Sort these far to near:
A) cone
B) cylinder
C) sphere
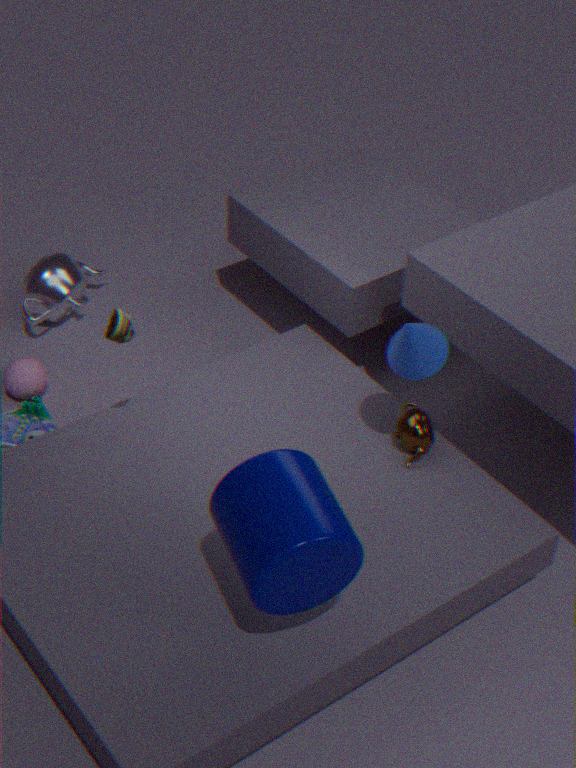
sphere → cone → cylinder
